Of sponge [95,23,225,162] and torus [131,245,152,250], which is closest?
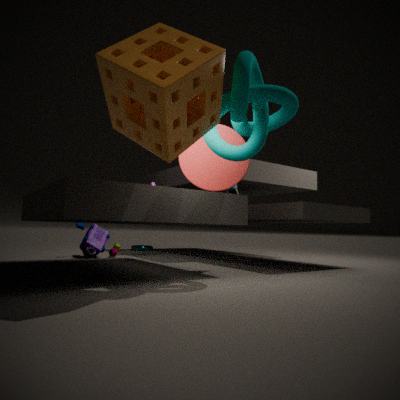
sponge [95,23,225,162]
